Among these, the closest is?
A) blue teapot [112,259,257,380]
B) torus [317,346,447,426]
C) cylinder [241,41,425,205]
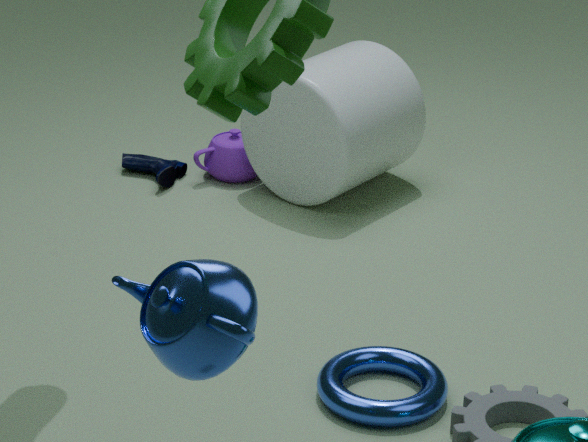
blue teapot [112,259,257,380]
